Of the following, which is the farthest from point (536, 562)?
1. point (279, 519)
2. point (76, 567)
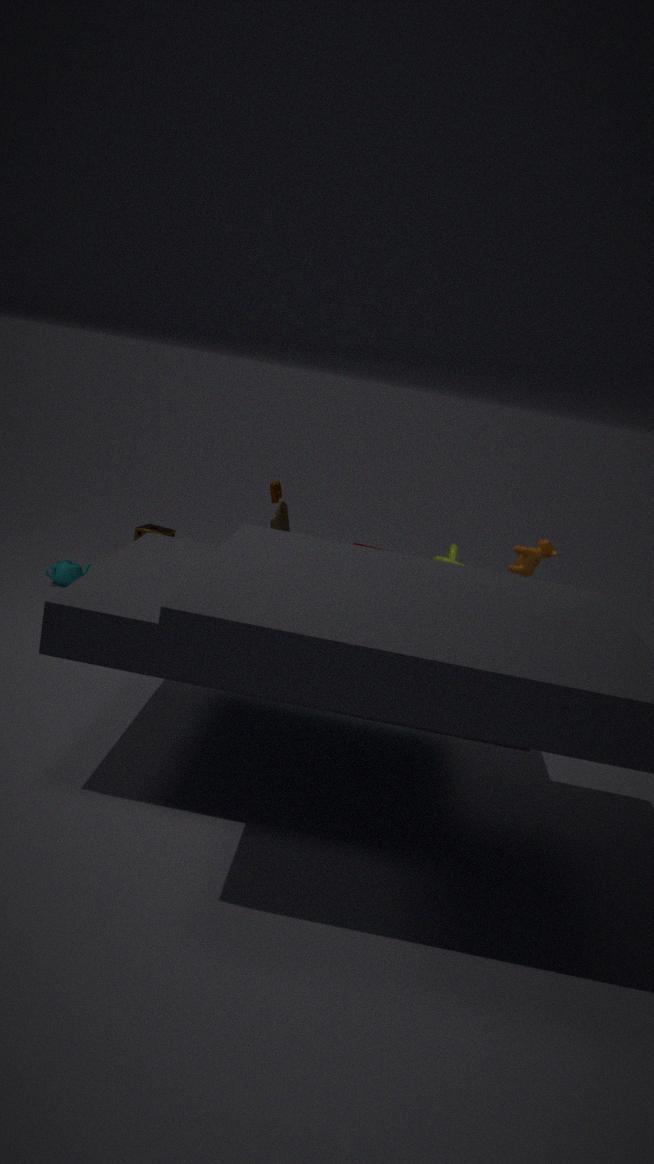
point (76, 567)
